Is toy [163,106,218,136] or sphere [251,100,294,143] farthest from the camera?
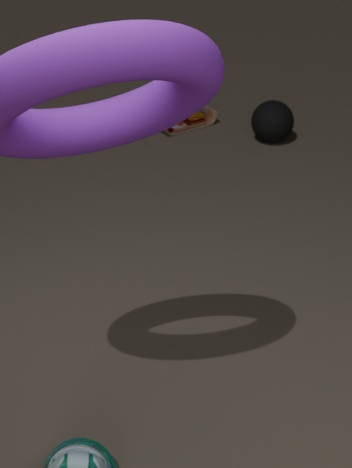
toy [163,106,218,136]
